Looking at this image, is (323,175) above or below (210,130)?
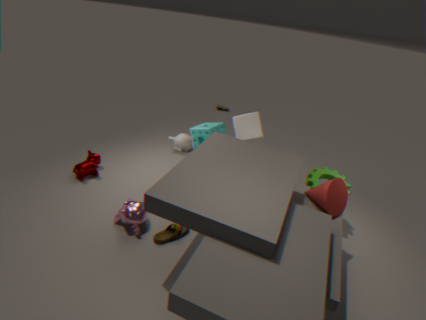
below
